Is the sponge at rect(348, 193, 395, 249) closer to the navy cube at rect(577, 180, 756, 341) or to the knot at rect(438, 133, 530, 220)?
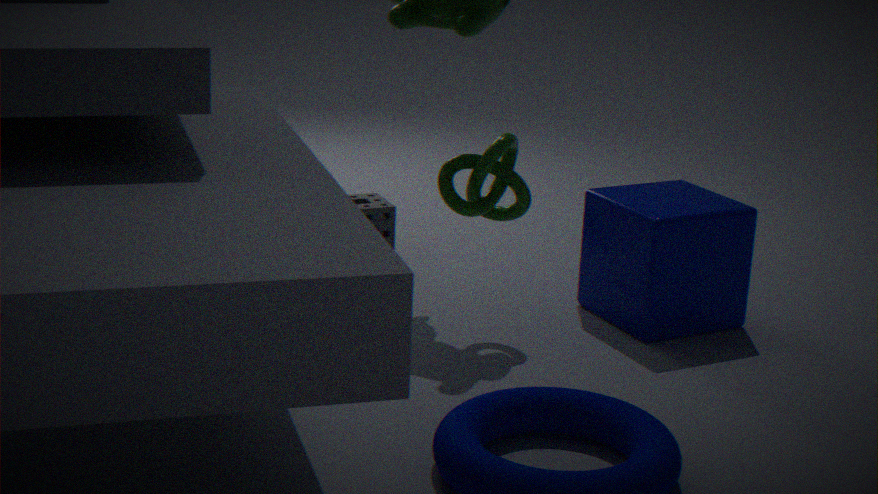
the knot at rect(438, 133, 530, 220)
